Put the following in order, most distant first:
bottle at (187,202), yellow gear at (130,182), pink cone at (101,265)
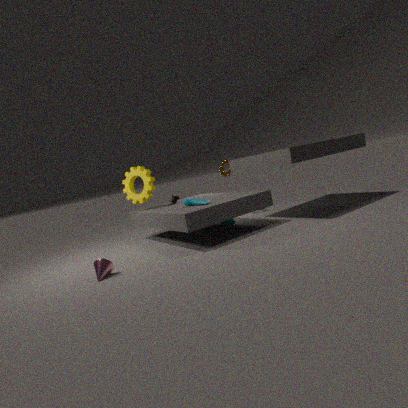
yellow gear at (130,182)
bottle at (187,202)
pink cone at (101,265)
